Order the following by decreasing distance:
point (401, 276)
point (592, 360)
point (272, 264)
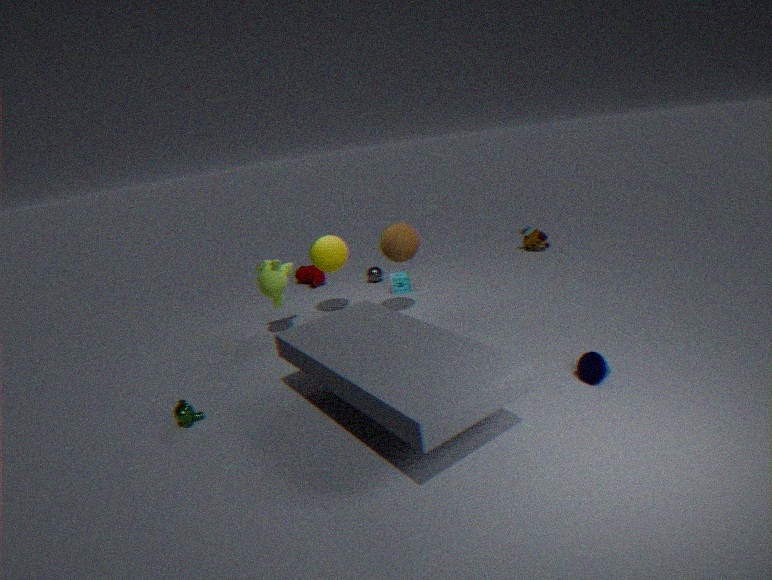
point (401, 276) → point (272, 264) → point (592, 360)
